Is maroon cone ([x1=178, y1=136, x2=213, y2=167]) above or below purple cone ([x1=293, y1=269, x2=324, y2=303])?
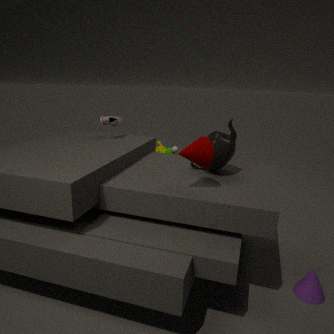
above
